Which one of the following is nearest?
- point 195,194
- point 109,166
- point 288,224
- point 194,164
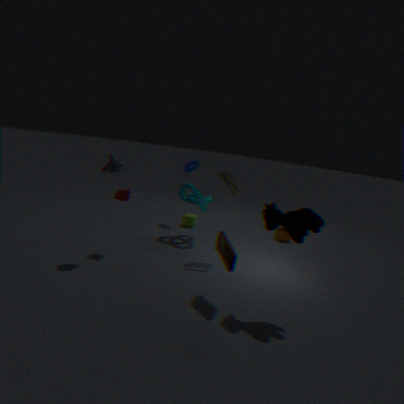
point 288,224
